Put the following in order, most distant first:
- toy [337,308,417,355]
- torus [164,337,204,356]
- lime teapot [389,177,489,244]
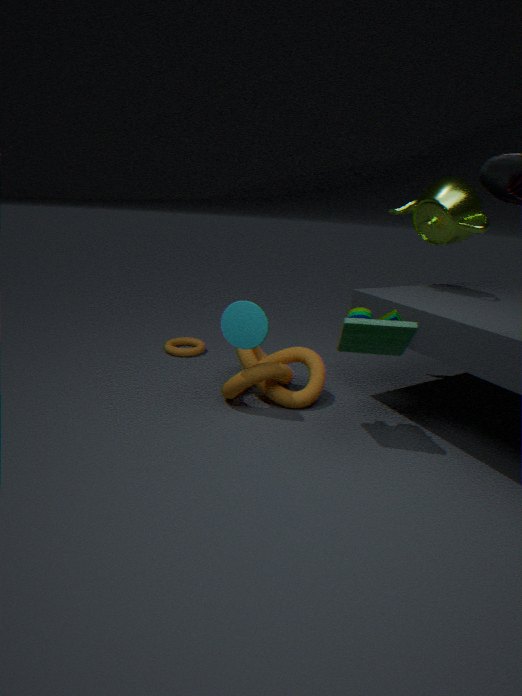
1. torus [164,337,204,356]
2. lime teapot [389,177,489,244]
3. toy [337,308,417,355]
